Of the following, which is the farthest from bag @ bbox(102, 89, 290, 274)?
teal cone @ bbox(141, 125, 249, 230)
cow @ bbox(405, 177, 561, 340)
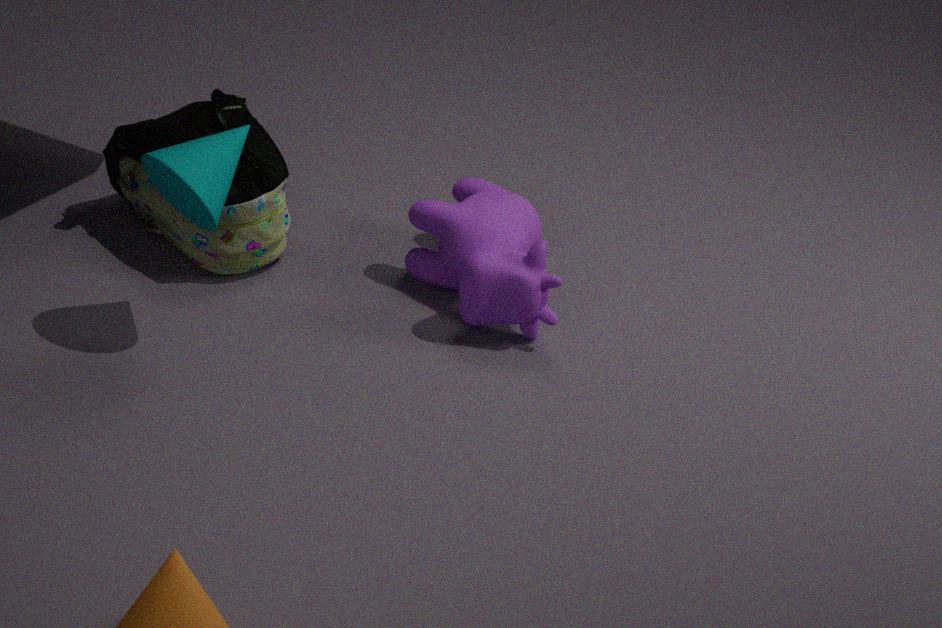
cow @ bbox(405, 177, 561, 340)
